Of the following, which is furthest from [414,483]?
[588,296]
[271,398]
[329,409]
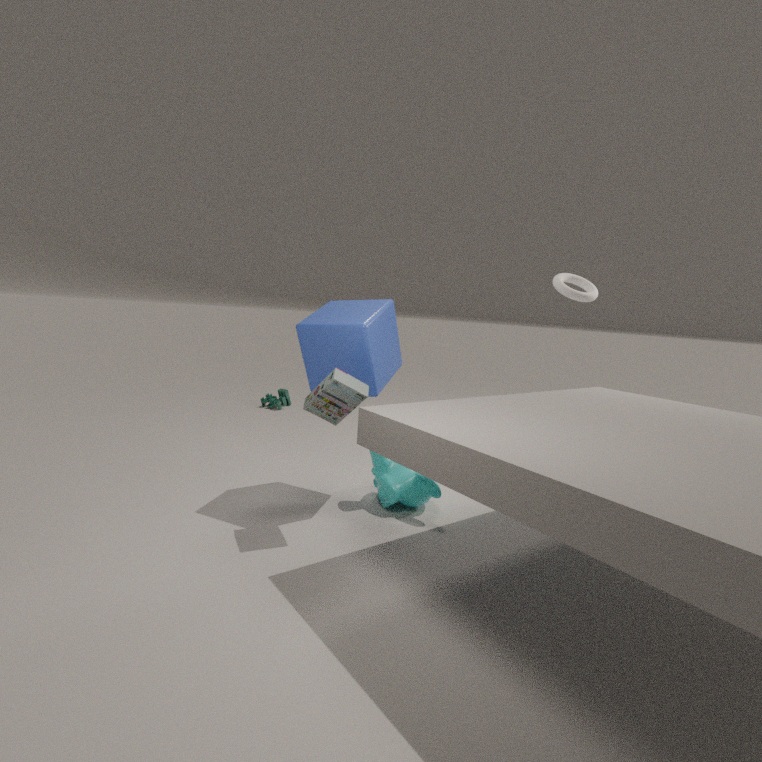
[271,398]
